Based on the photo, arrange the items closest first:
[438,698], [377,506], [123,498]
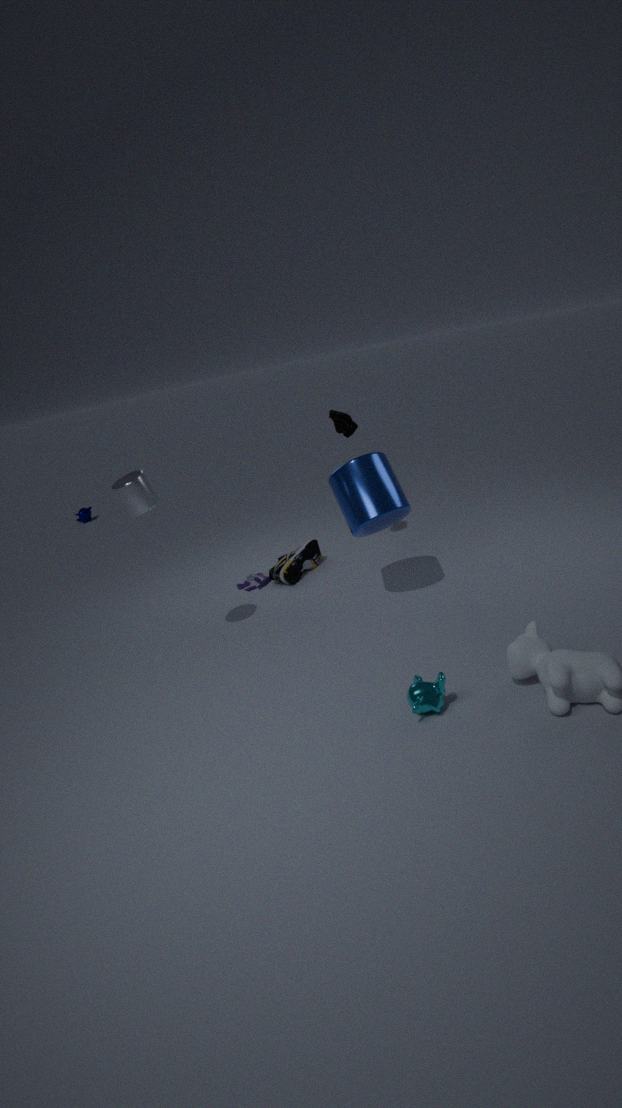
[438,698]
[123,498]
[377,506]
